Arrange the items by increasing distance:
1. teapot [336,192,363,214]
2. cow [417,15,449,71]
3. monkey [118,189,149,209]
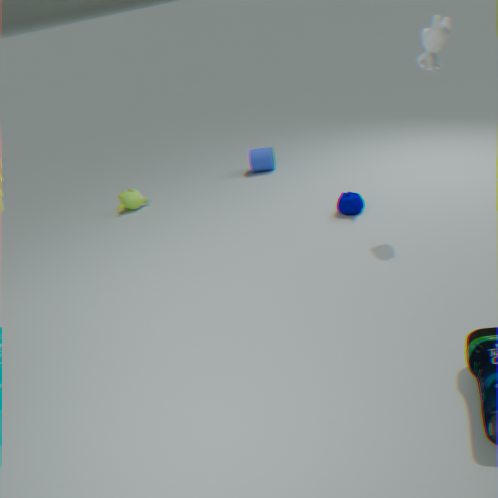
cow [417,15,449,71]
teapot [336,192,363,214]
monkey [118,189,149,209]
